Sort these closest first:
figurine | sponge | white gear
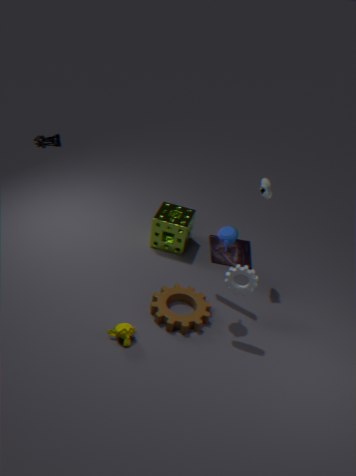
white gear, sponge, figurine
